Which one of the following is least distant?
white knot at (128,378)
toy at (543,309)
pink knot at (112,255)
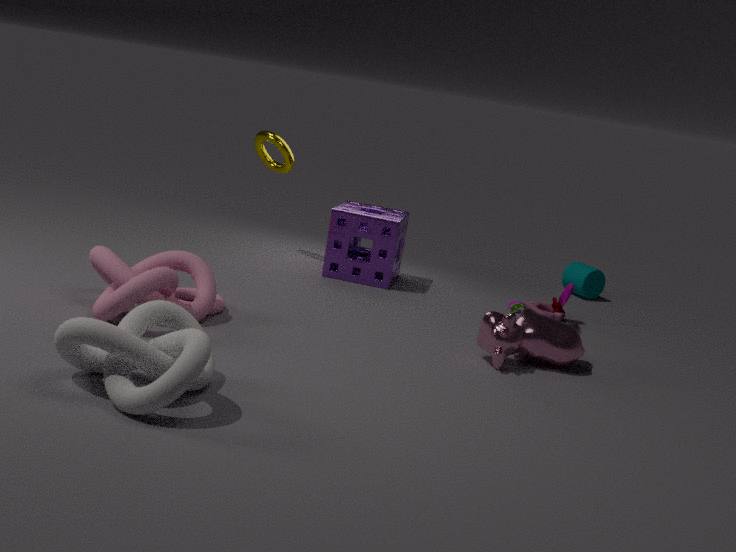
white knot at (128,378)
